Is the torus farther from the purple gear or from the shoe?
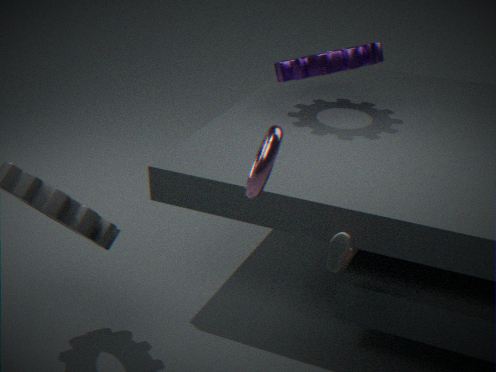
the purple gear
